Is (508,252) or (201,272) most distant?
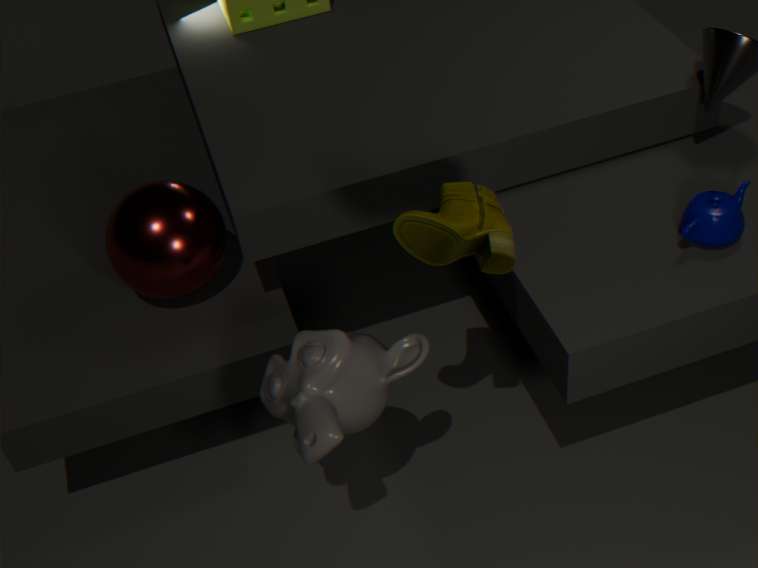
(201,272)
